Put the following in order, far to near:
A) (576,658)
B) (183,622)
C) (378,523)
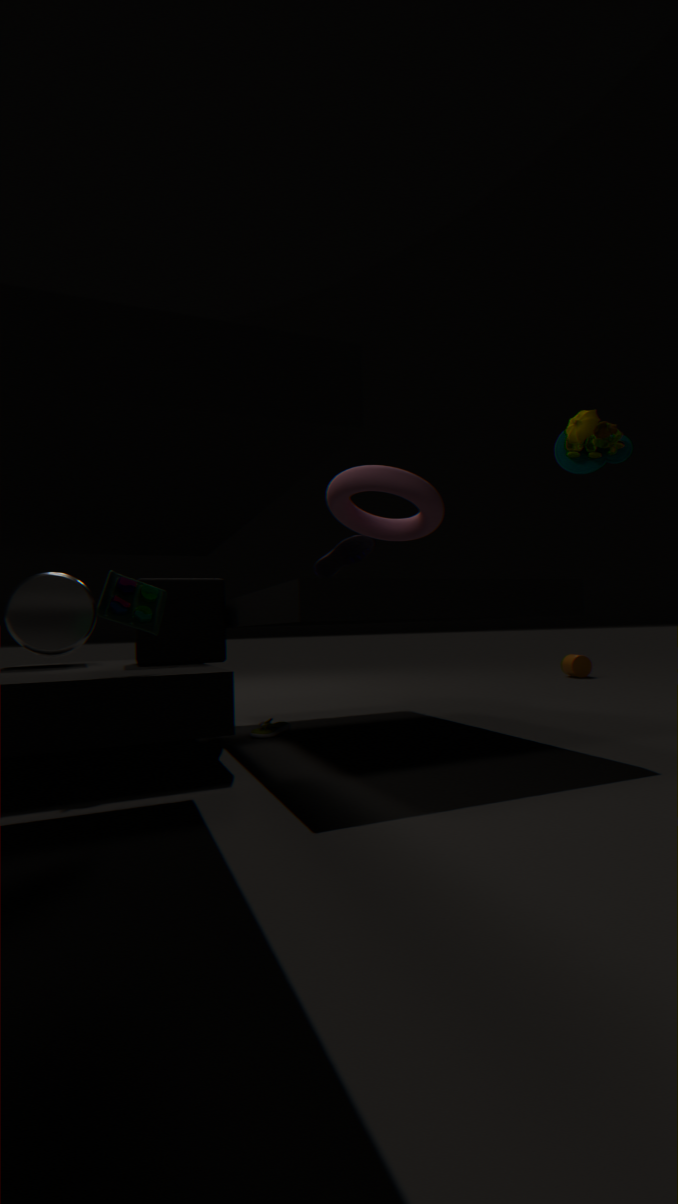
1. (576,658)
2. (378,523)
3. (183,622)
